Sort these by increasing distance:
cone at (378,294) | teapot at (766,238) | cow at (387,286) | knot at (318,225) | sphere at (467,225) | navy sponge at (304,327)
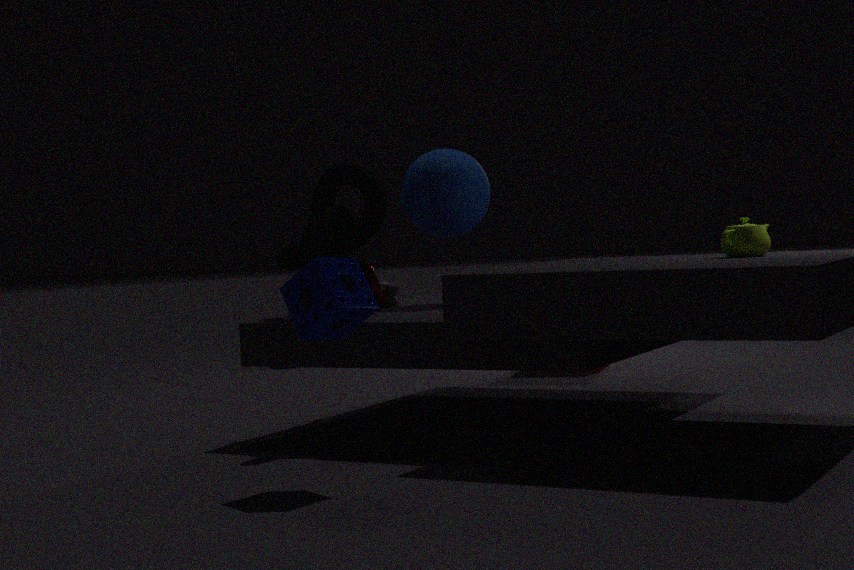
1. navy sponge at (304,327)
2. teapot at (766,238)
3. knot at (318,225)
4. cone at (378,294)
5. sphere at (467,225)
6. cow at (387,286)
